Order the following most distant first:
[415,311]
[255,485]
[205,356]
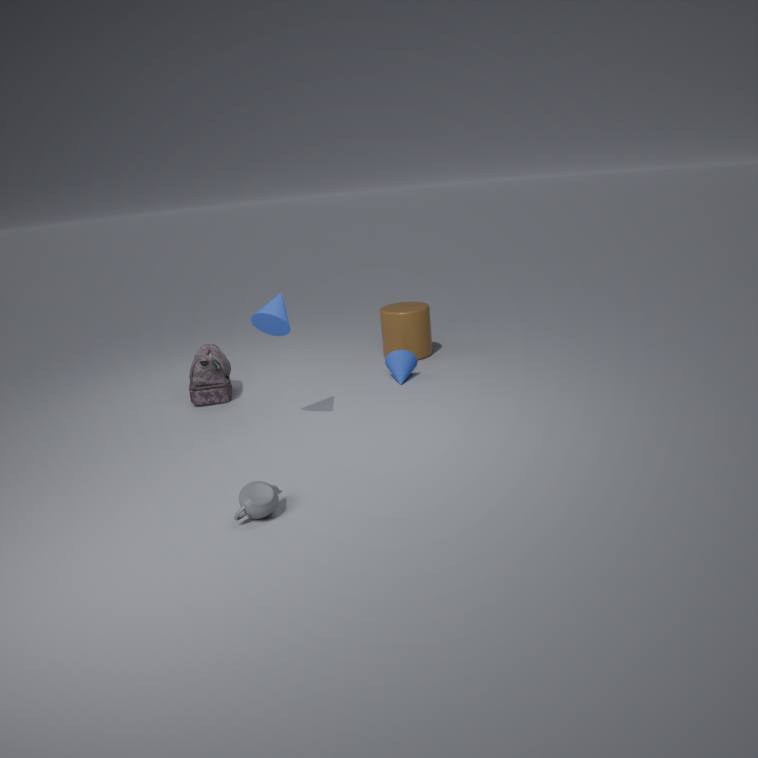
[415,311]
[205,356]
[255,485]
